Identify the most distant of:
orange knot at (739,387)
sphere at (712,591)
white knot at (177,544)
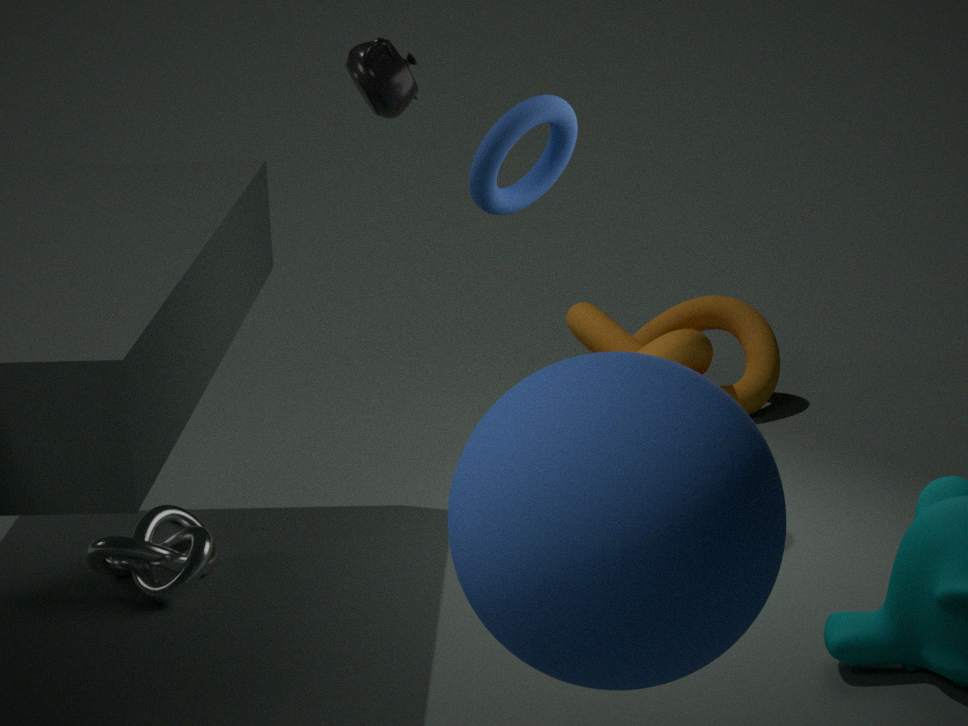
orange knot at (739,387)
